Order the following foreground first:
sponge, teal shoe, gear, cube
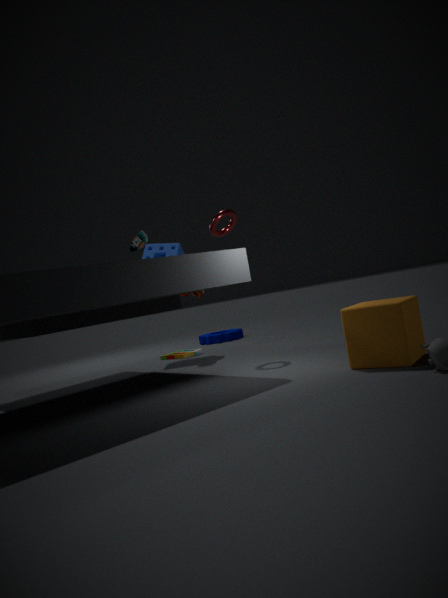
cube → teal shoe → sponge → gear
